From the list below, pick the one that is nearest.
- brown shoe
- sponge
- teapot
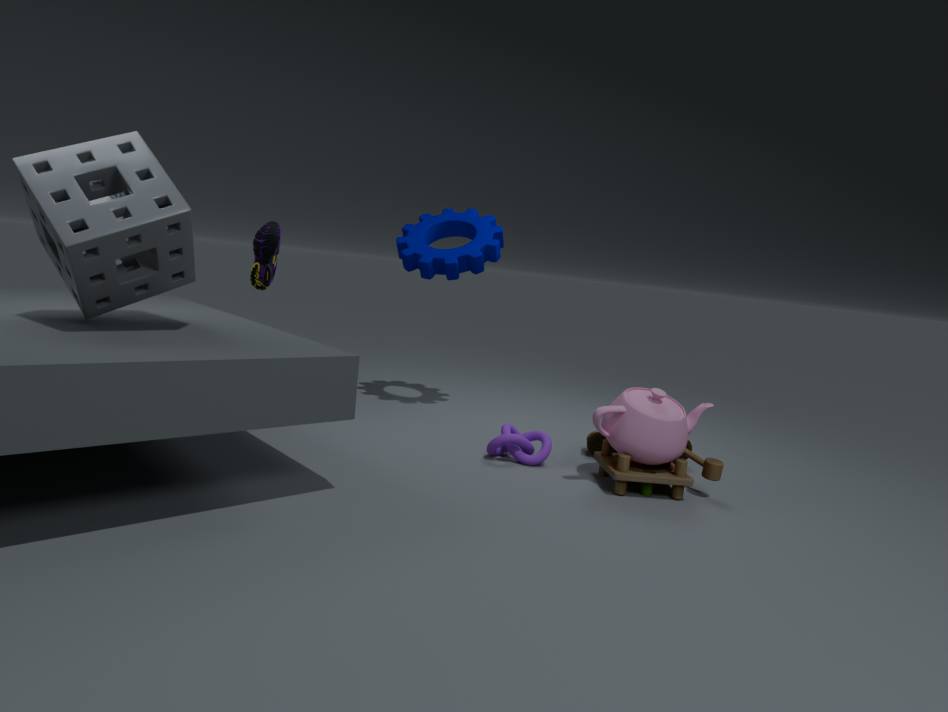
sponge
